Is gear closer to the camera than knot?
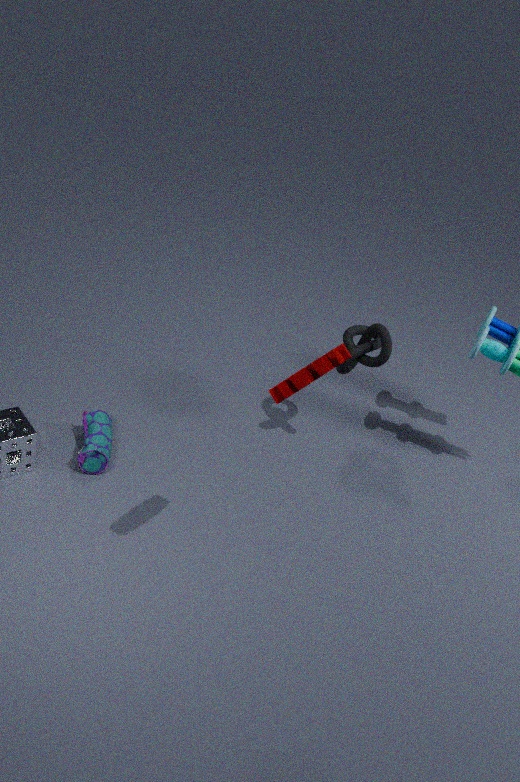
Yes
